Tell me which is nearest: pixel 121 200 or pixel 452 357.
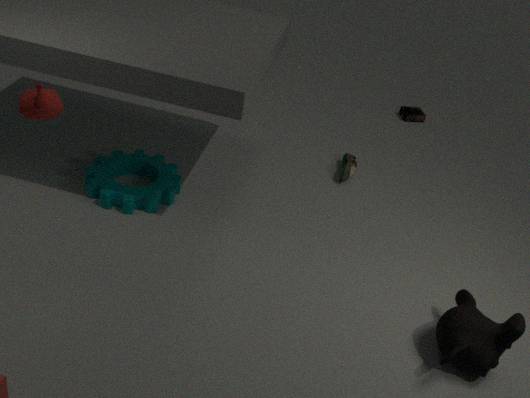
pixel 452 357
